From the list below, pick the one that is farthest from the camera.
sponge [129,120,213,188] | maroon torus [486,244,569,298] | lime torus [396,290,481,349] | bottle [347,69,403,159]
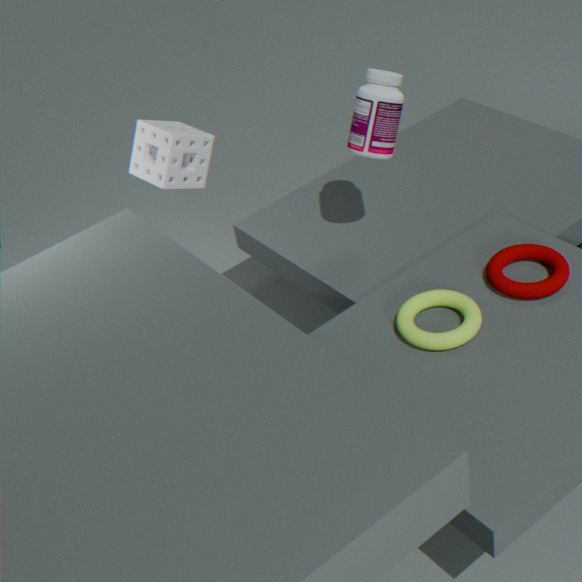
bottle [347,69,403,159]
